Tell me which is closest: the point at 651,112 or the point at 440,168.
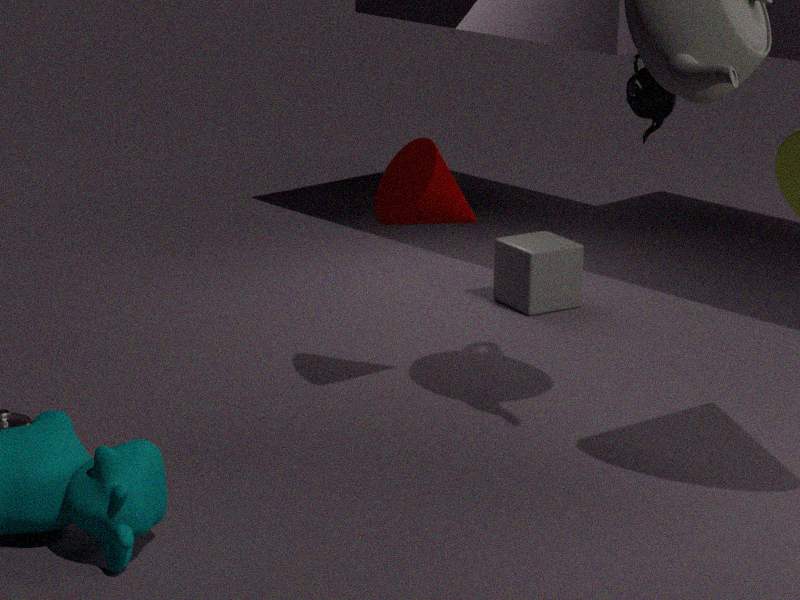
the point at 440,168
